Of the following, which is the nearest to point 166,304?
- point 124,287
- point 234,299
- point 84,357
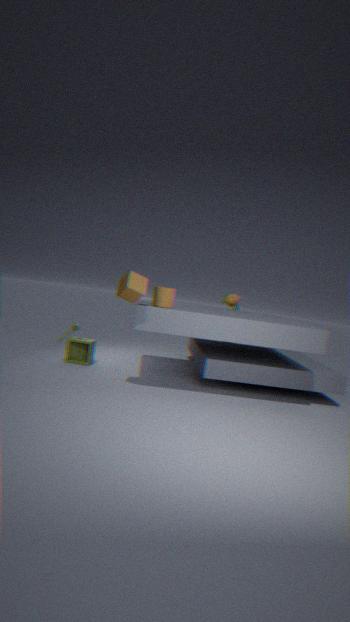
point 124,287
